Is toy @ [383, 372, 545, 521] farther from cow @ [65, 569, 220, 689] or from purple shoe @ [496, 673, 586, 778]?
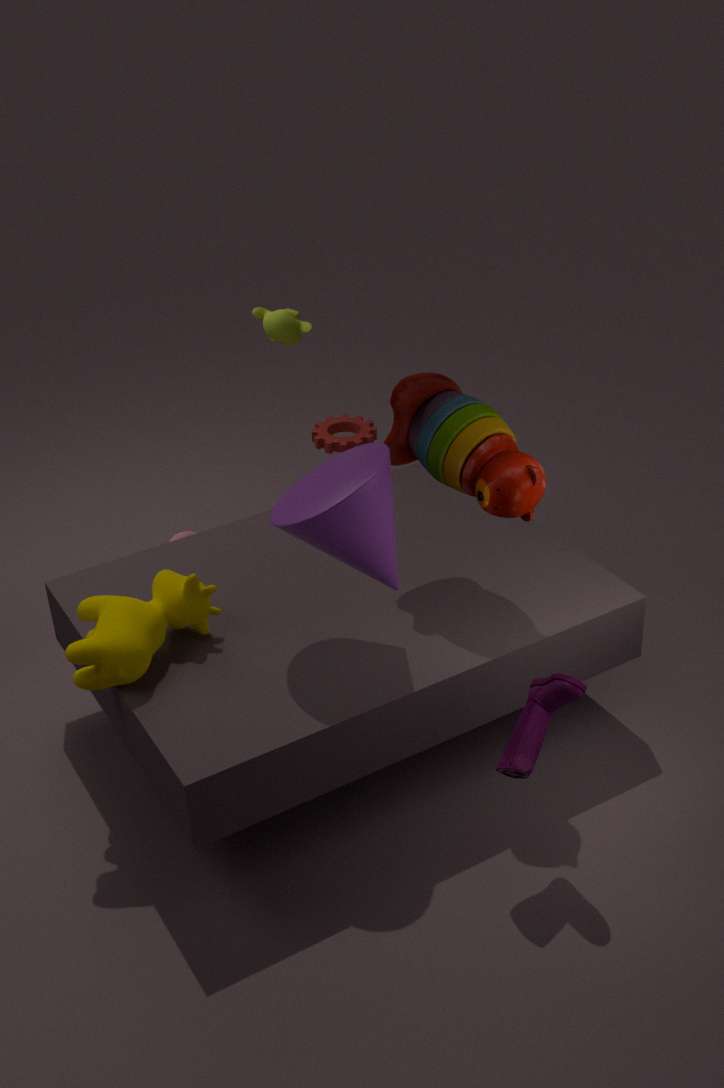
cow @ [65, 569, 220, 689]
